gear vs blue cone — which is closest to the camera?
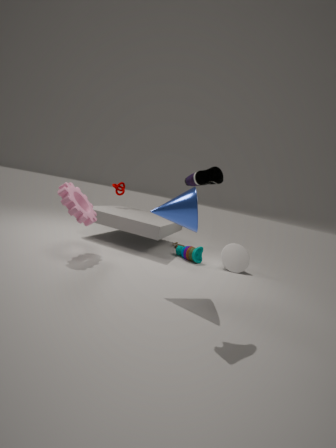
blue cone
